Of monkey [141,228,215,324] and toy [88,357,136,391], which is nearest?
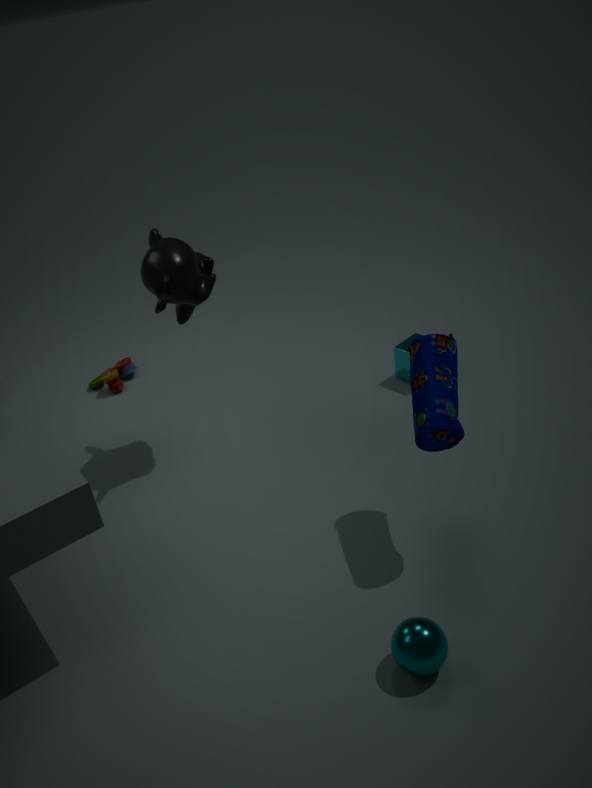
monkey [141,228,215,324]
